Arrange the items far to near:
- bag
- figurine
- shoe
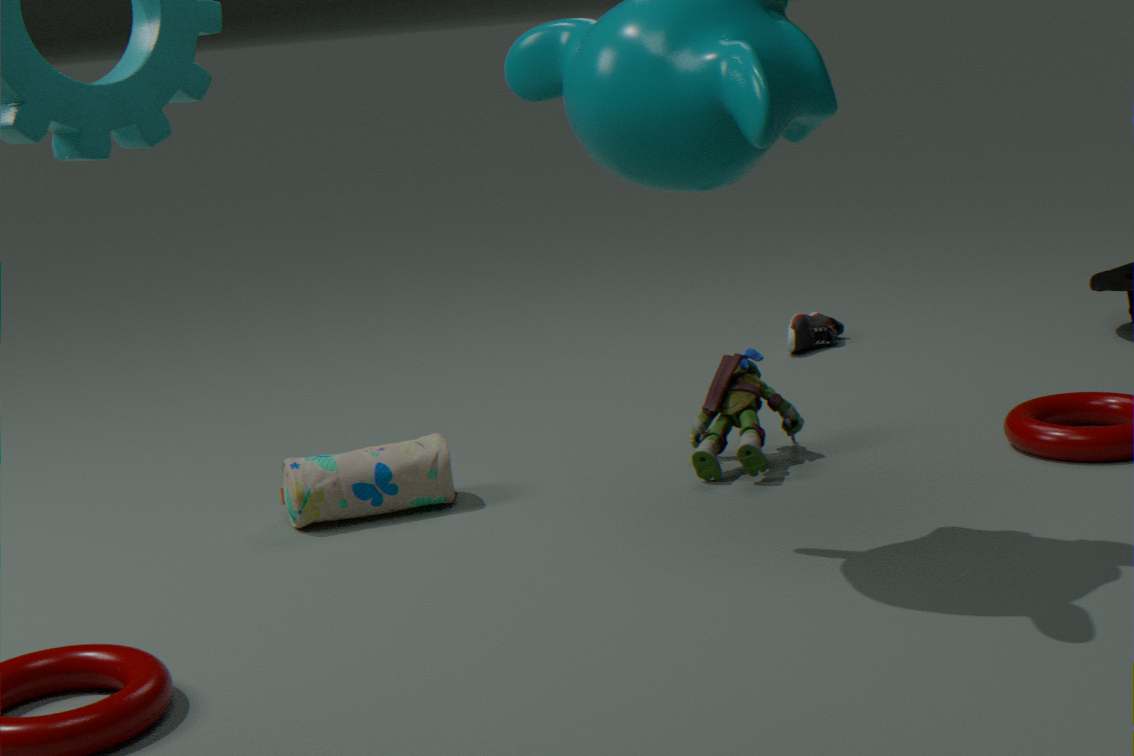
shoe → figurine → bag
